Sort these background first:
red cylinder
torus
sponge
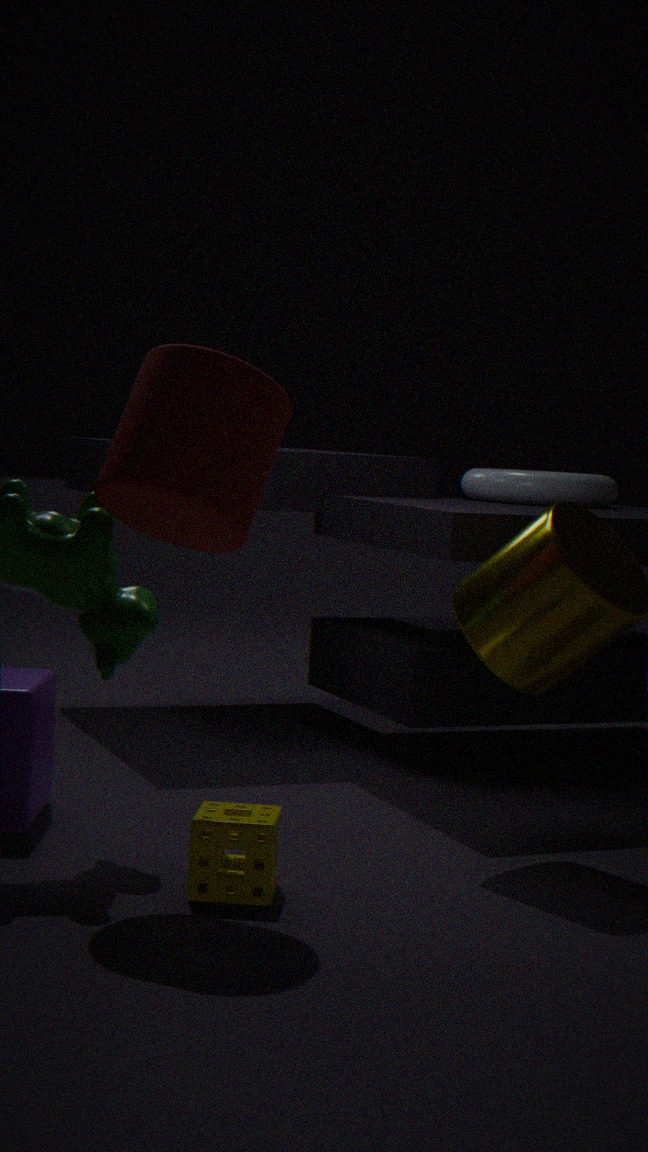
torus → sponge → red cylinder
